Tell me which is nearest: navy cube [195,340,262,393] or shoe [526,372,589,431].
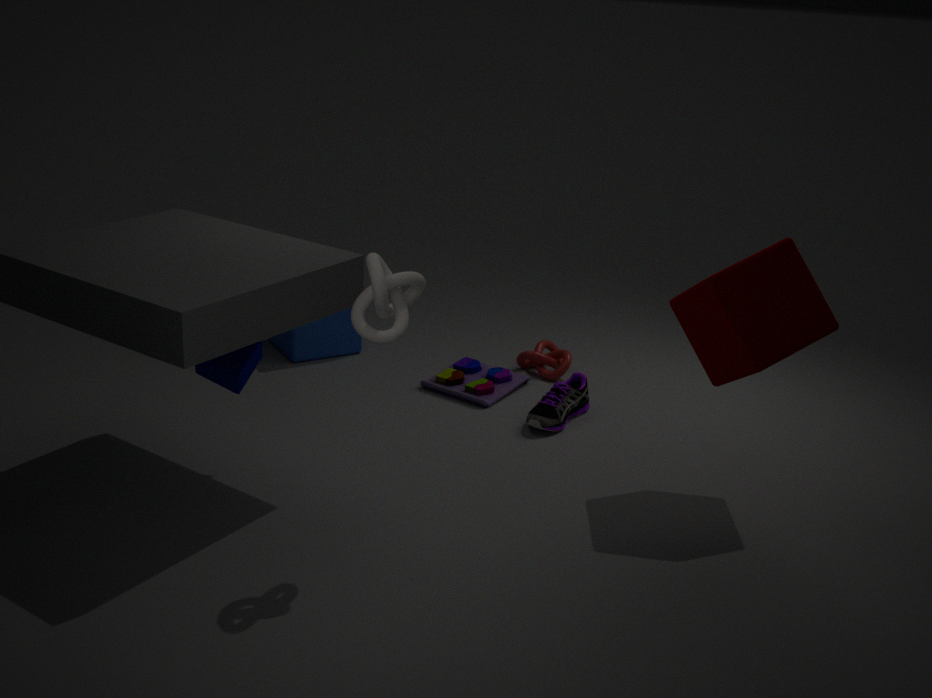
navy cube [195,340,262,393]
